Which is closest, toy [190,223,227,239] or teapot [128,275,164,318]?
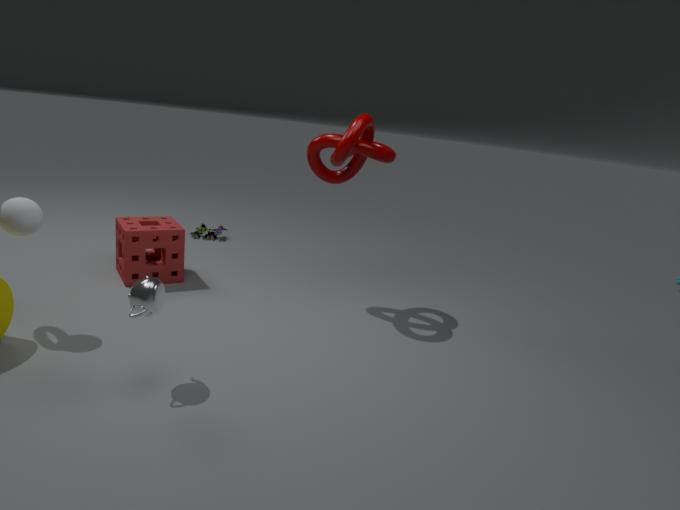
teapot [128,275,164,318]
